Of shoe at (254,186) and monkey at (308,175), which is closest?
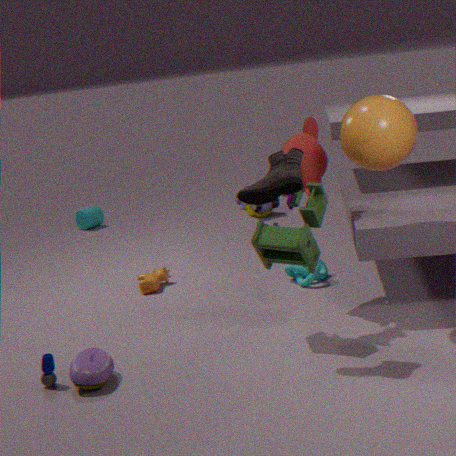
shoe at (254,186)
